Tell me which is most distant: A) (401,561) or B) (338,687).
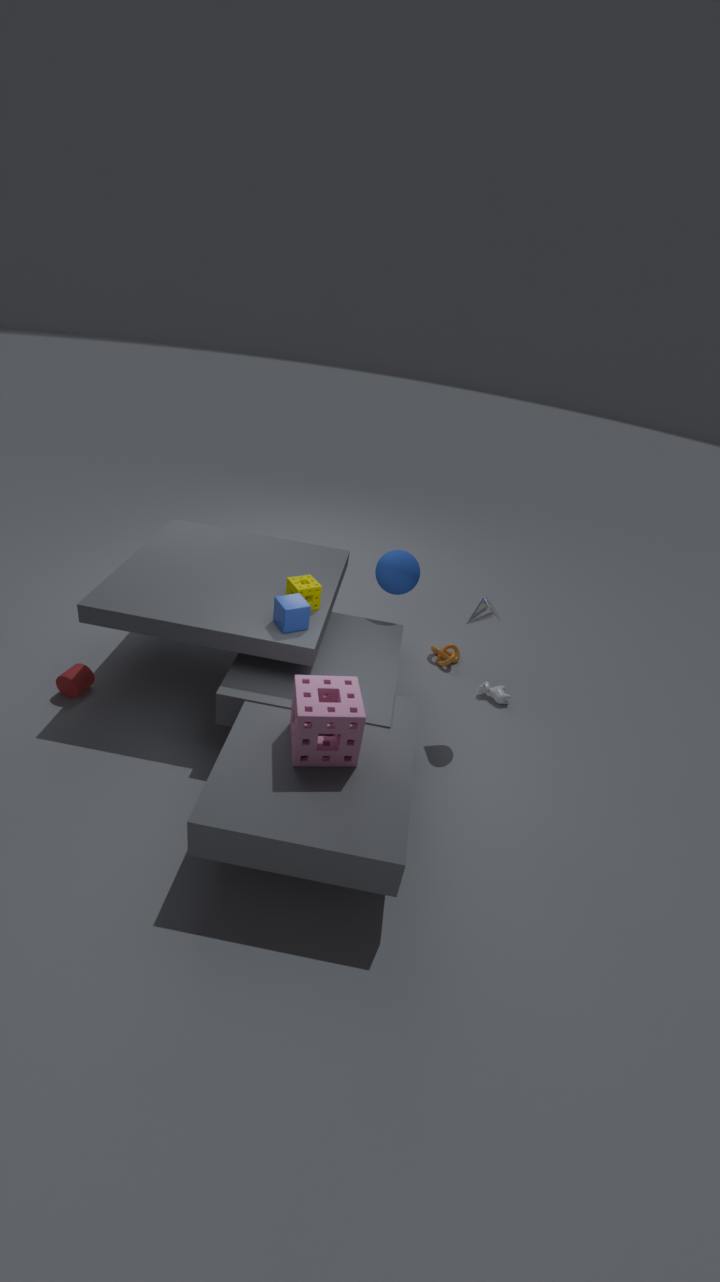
A. (401,561)
